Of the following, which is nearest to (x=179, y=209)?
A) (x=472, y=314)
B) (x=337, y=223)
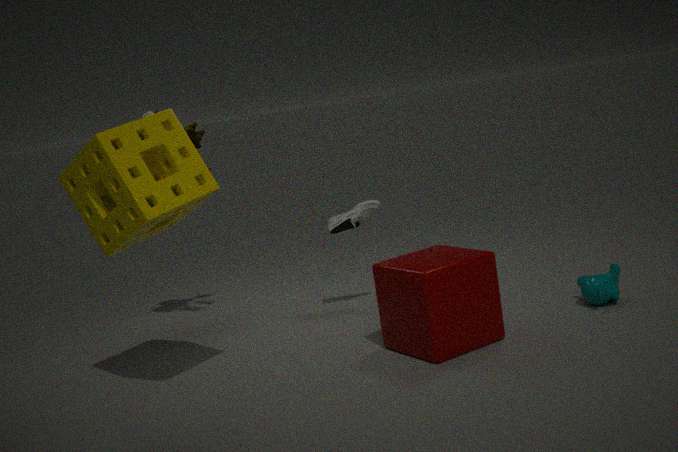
(x=337, y=223)
